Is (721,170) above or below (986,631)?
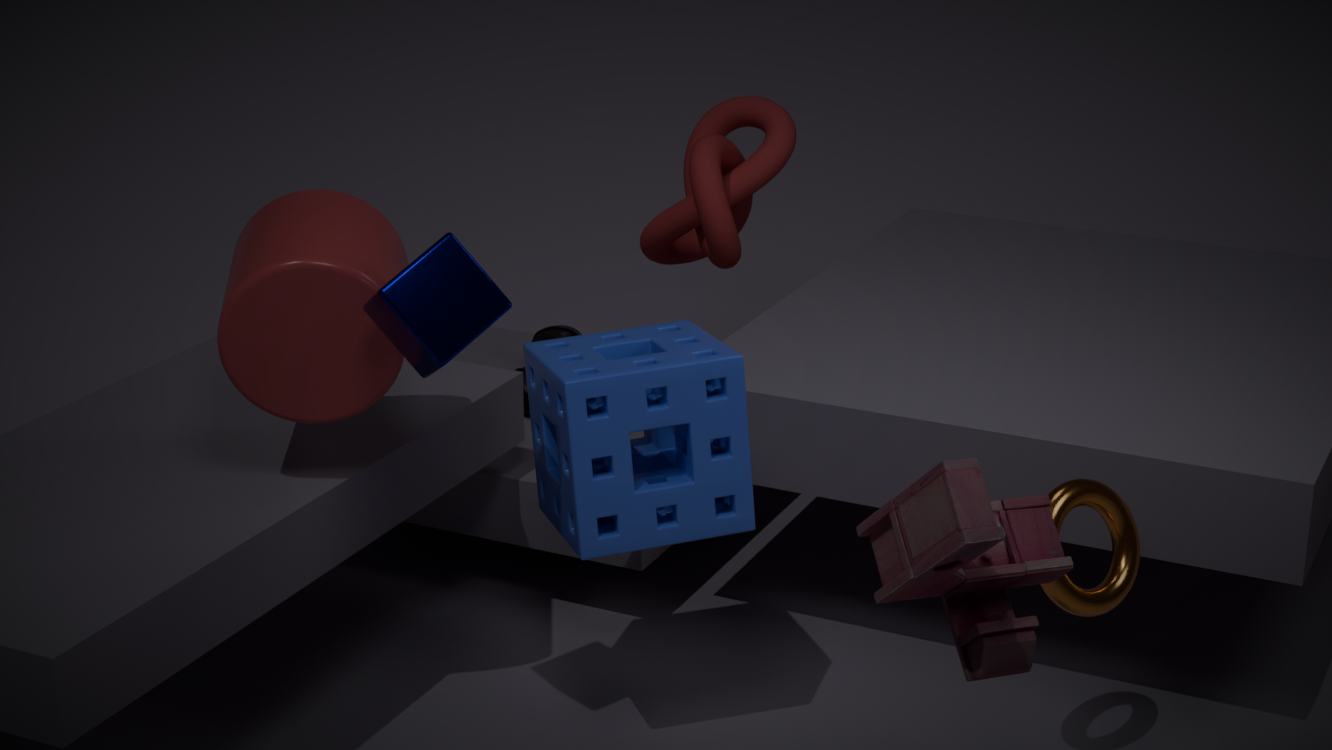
above
